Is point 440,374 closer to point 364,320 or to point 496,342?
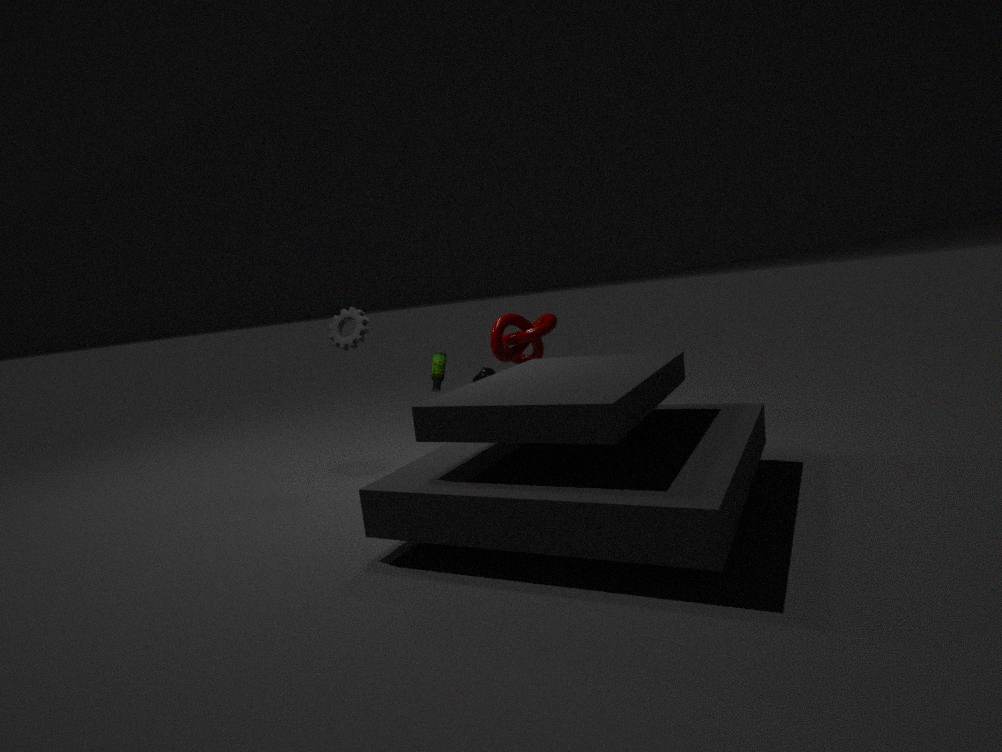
point 496,342
